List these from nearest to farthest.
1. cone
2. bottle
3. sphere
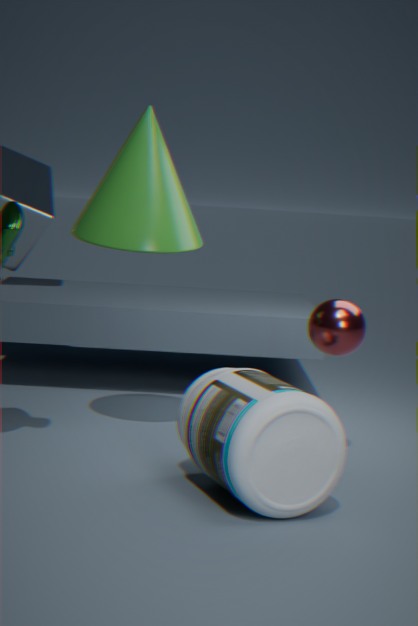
bottle
sphere
cone
